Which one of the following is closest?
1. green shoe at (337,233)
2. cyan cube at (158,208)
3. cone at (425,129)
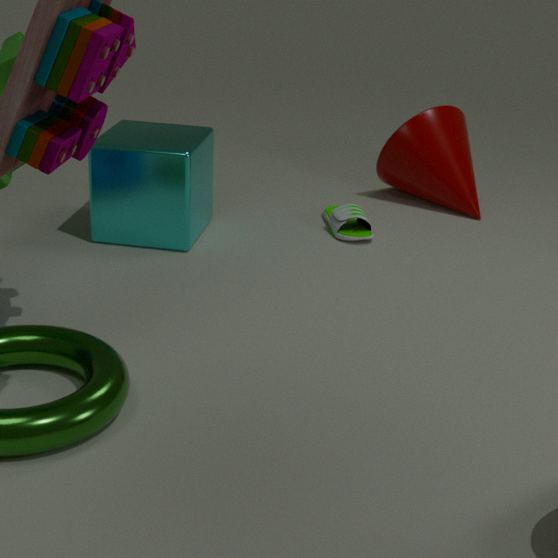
cyan cube at (158,208)
